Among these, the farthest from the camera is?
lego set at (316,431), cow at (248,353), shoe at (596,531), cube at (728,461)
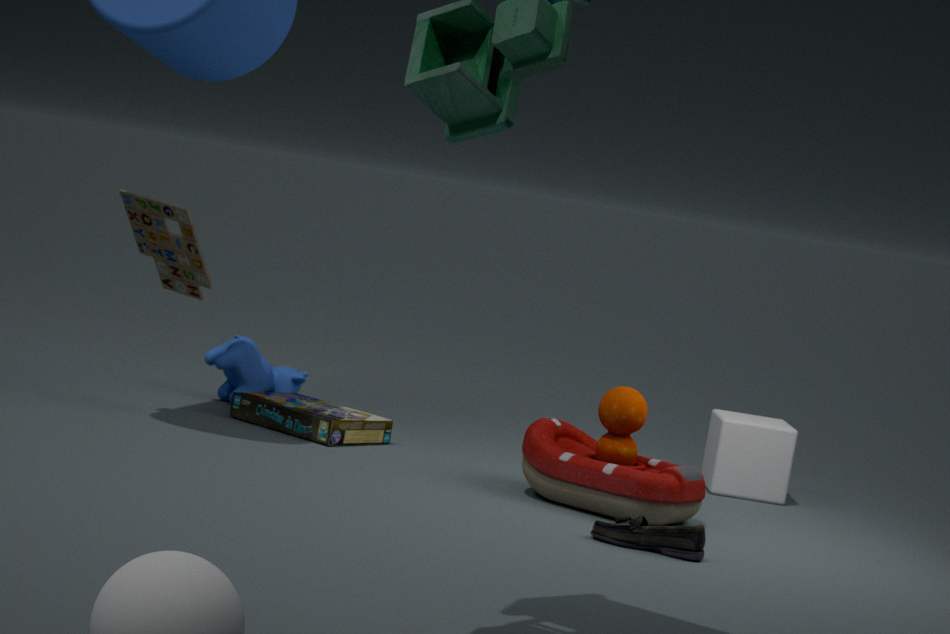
cow at (248,353)
